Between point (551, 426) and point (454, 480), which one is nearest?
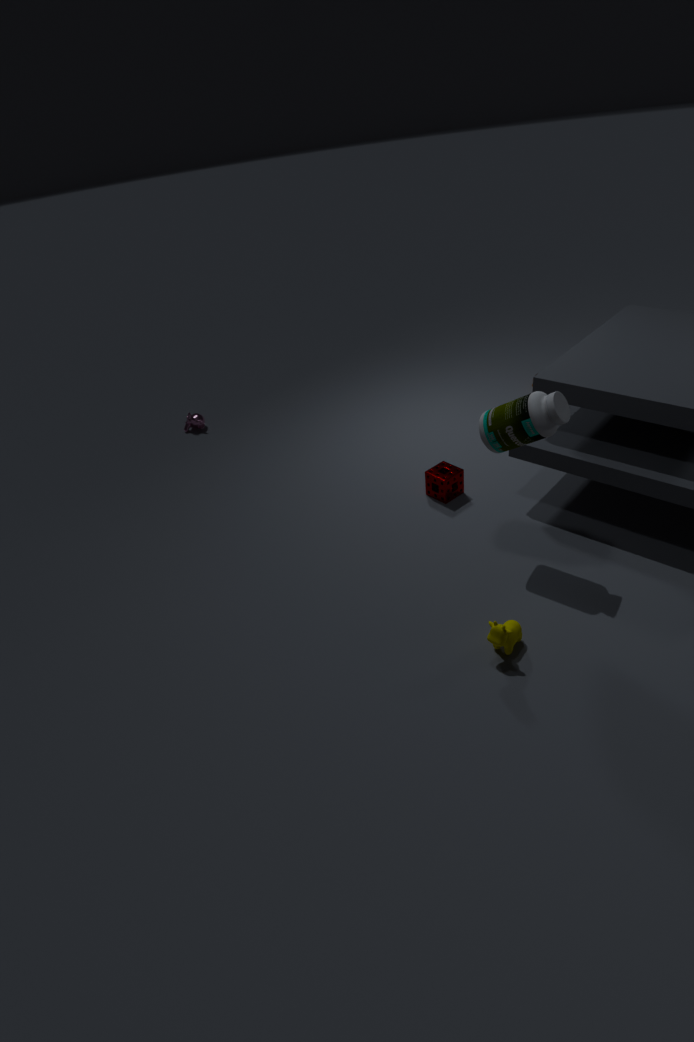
point (551, 426)
